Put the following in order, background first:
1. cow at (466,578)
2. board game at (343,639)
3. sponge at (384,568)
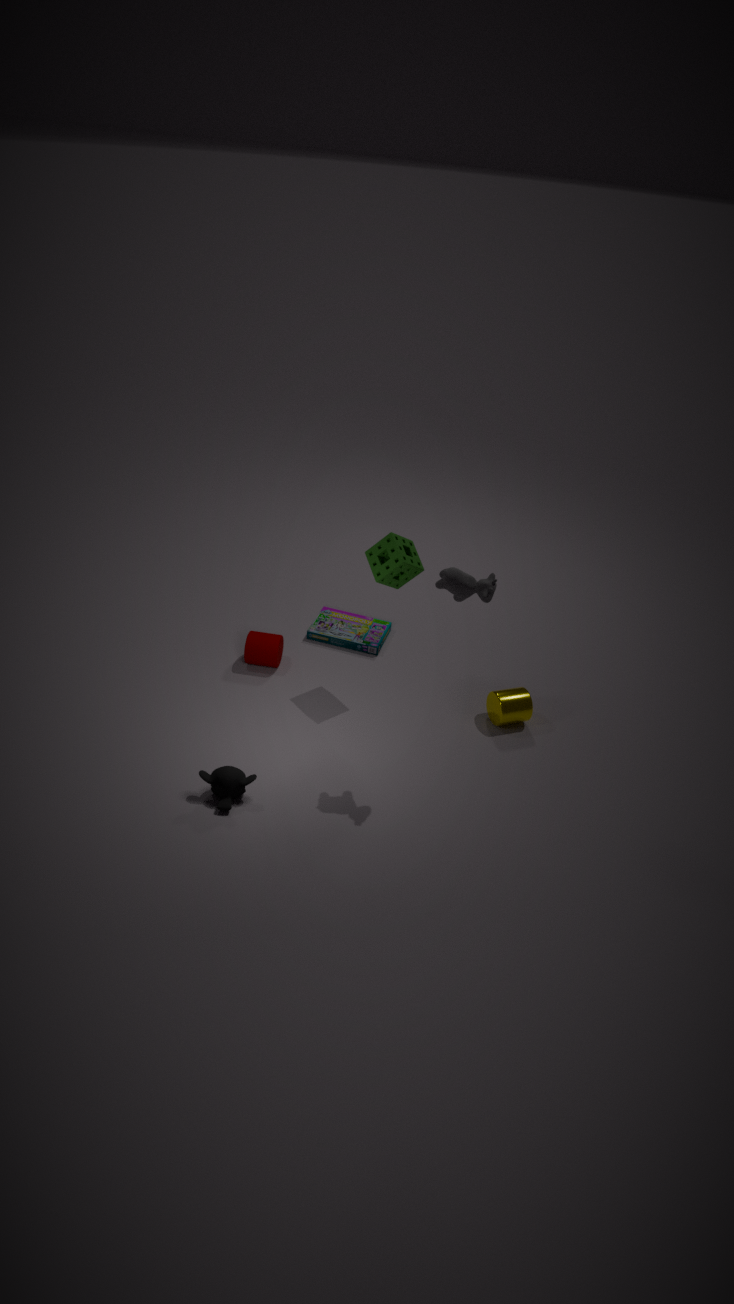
board game at (343,639)
sponge at (384,568)
cow at (466,578)
